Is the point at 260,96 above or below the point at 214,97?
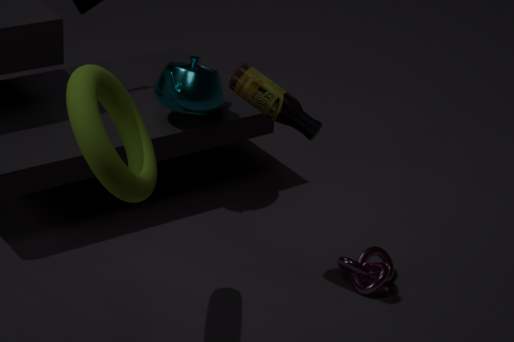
above
